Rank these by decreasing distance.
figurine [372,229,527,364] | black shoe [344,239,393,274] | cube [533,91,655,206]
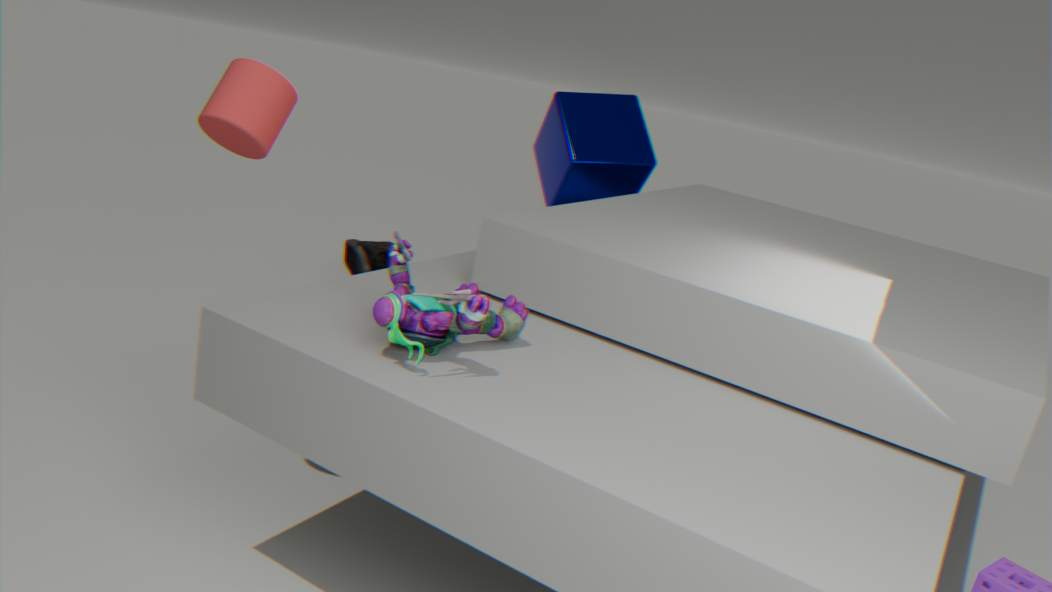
black shoe [344,239,393,274]
cube [533,91,655,206]
figurine [372,229,527,364]
